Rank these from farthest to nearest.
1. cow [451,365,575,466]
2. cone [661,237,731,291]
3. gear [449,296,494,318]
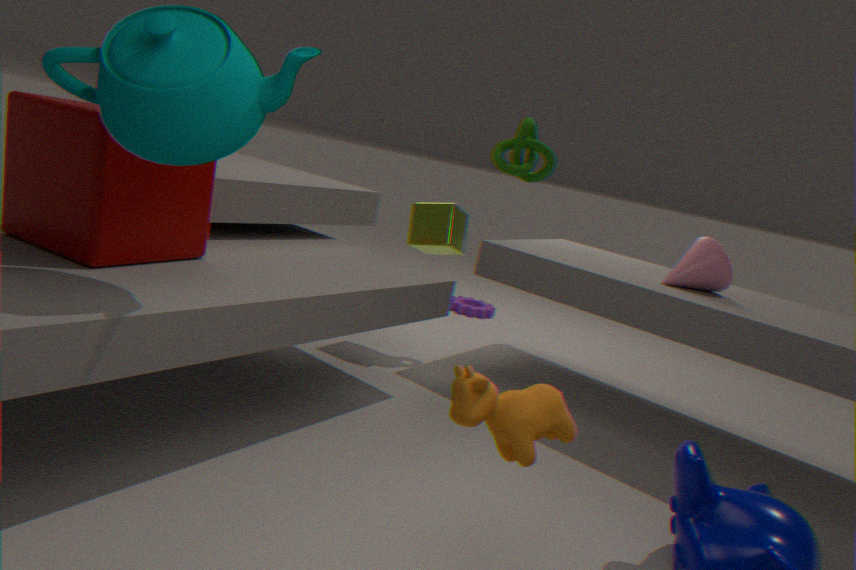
gear [449,296,494,318] → cone [661,237,731,291] → cow [451,365,575,466]
